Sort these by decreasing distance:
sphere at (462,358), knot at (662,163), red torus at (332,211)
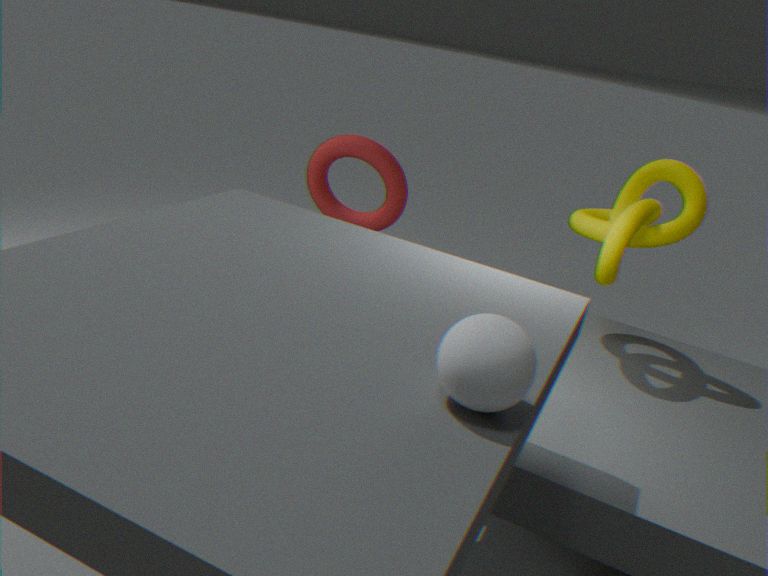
1. red torus at (332,211)
2. knot at (662,163)
3. sphere at (462,358)
